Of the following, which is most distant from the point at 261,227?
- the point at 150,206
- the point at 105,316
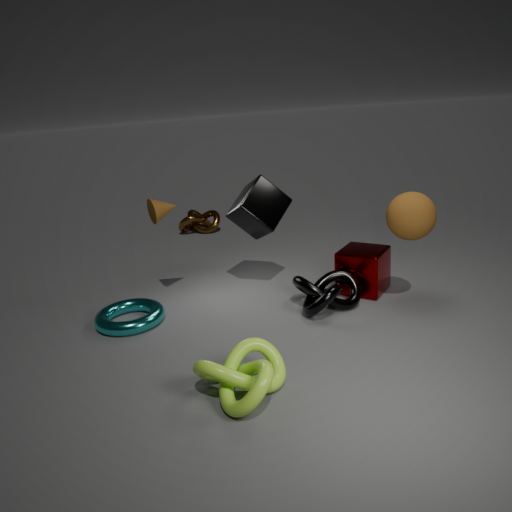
the point at 105,316
